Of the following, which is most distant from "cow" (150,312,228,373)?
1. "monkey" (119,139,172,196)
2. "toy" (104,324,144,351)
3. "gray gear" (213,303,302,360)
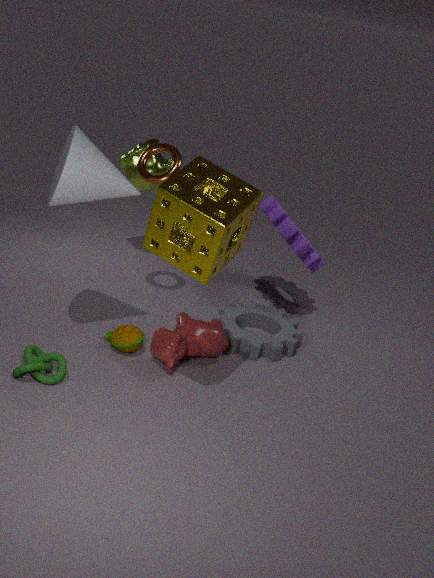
"monkey" (119,139,172,196)
